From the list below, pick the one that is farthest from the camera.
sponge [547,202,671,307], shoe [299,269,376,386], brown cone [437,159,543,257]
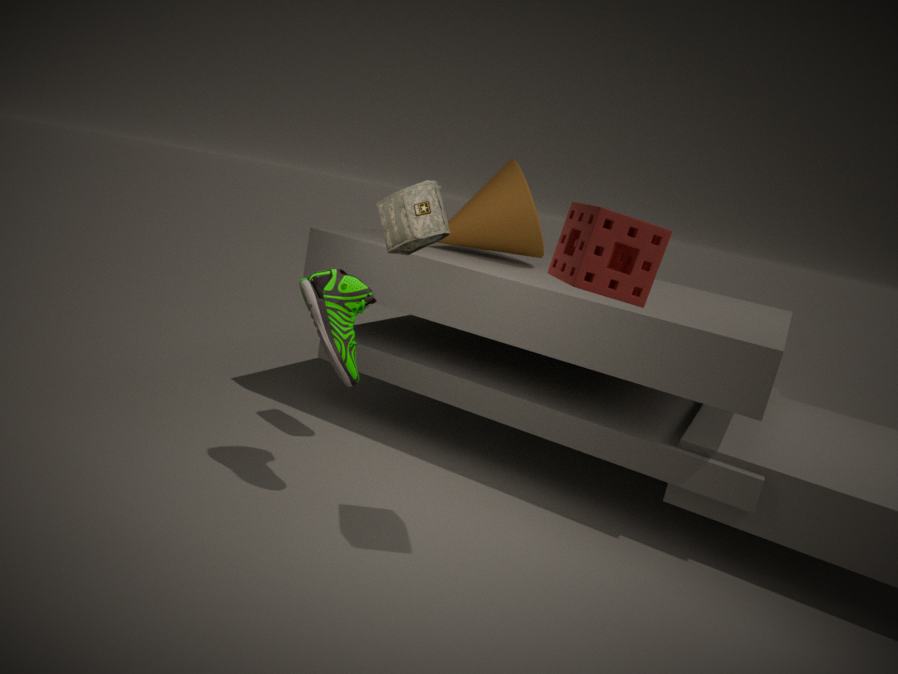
brown cone [437,159,543,257]
